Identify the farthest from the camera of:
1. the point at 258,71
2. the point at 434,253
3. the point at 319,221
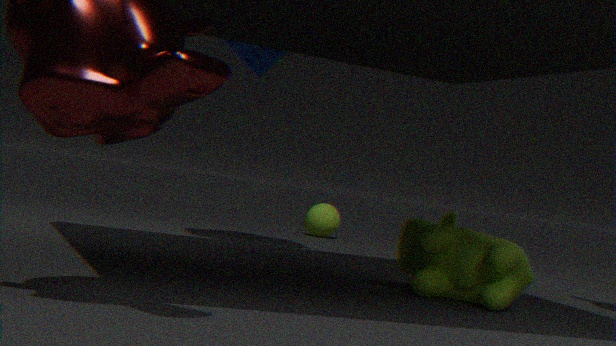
the point at 319,221
